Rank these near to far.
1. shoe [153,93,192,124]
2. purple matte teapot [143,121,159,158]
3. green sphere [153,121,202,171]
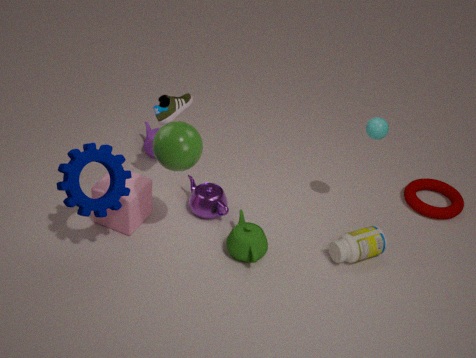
green sphere [153,121,202,171] → shoe [153,93,192,124] → purple matte teapot [143,121,159,158]
